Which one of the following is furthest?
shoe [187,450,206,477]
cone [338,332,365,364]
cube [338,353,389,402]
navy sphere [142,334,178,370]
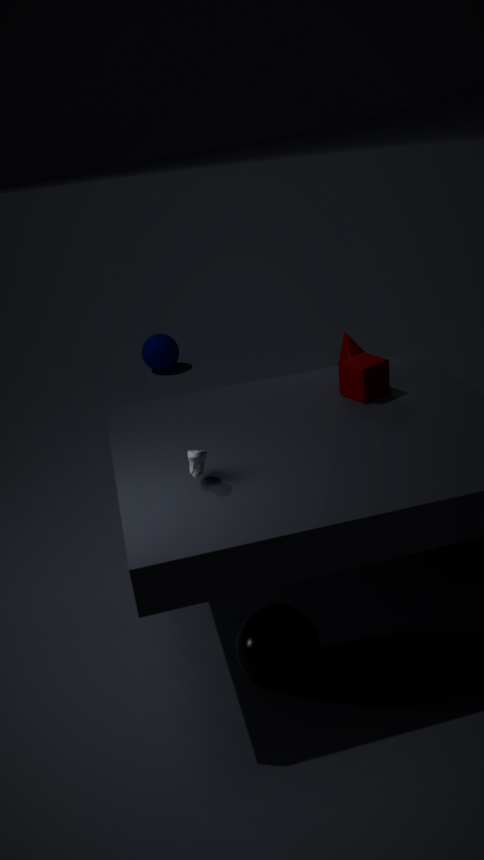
navy sphere [142,334,178,370]
